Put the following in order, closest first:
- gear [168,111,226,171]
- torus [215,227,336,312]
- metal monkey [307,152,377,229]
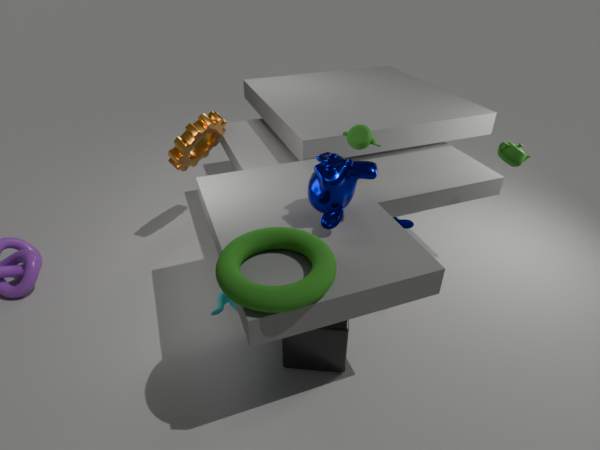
torus [215,227,336,312] → metal monkey [307,152,377,229] → gear [168,111,226,171]
